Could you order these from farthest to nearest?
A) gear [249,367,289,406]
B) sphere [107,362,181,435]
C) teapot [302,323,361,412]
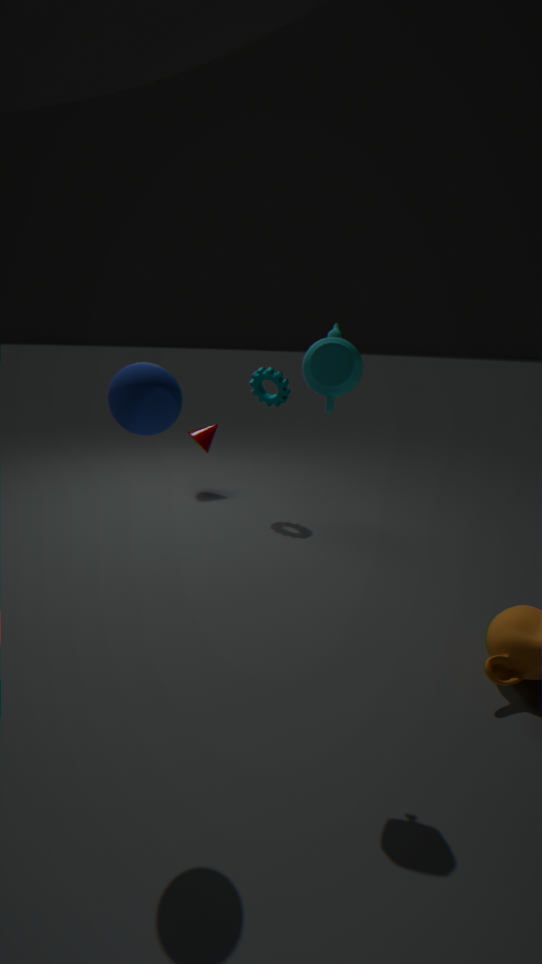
gear [249,367,289,406] < teapot [302,323,361,412] < sphere [107,362,181,435]
